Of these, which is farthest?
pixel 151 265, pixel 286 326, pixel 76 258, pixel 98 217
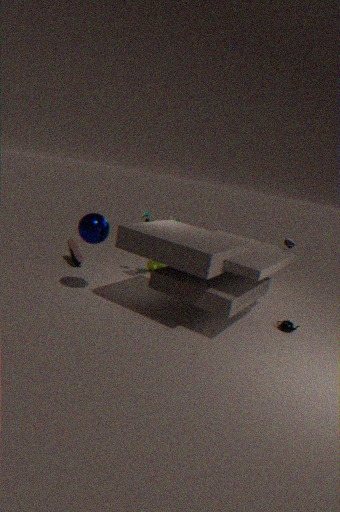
pixel 151 265
